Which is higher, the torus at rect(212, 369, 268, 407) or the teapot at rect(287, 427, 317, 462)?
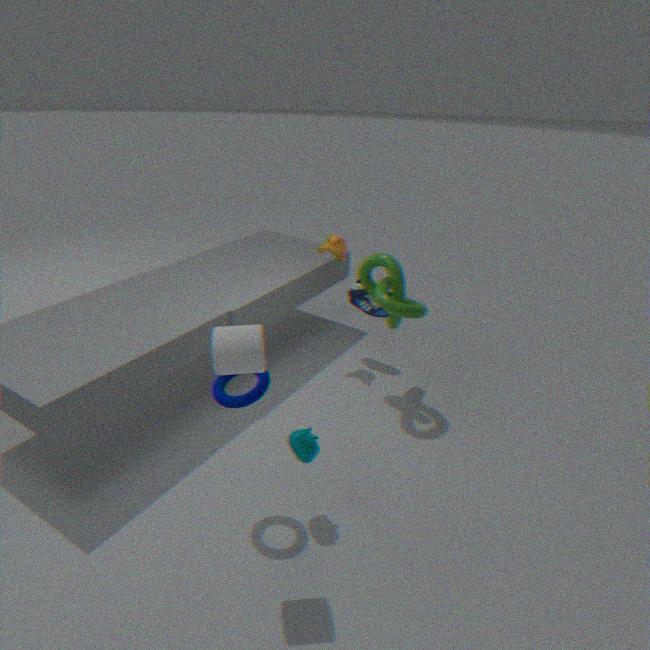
the torus at rect(212, 369, 268, 407)
